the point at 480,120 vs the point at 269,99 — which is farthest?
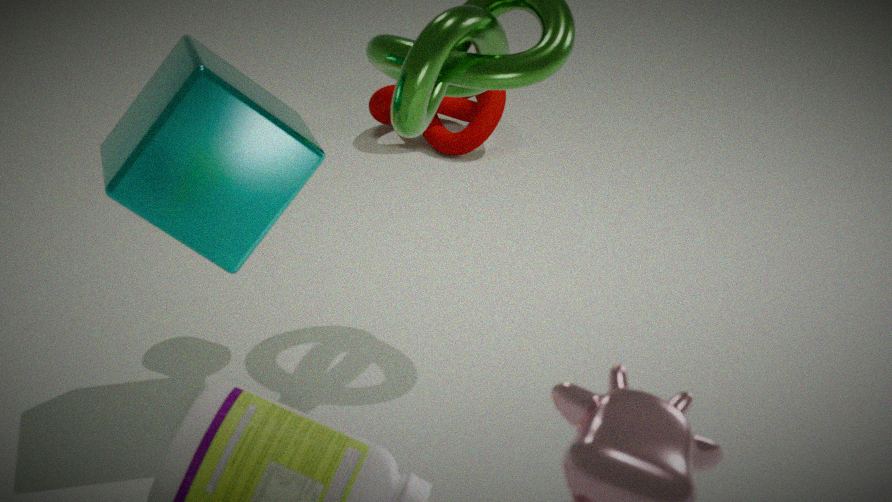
the point at 480,120
